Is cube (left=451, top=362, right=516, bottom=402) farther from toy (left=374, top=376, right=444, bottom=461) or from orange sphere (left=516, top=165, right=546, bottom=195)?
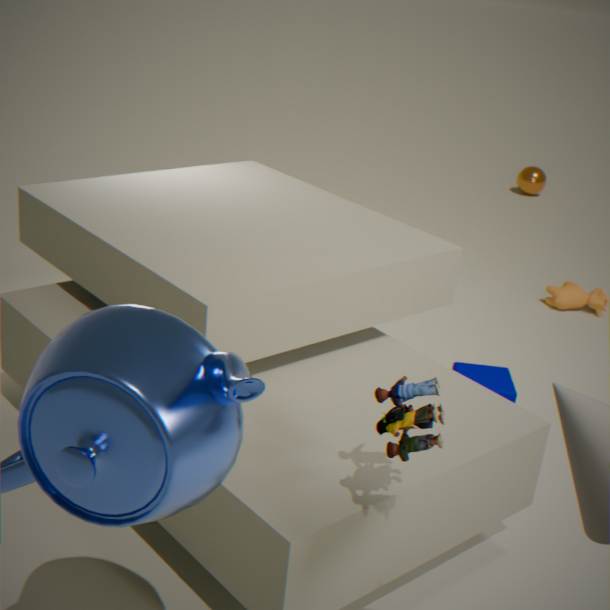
orange sphere (left=516, top=165, right=546, bottom=195)
